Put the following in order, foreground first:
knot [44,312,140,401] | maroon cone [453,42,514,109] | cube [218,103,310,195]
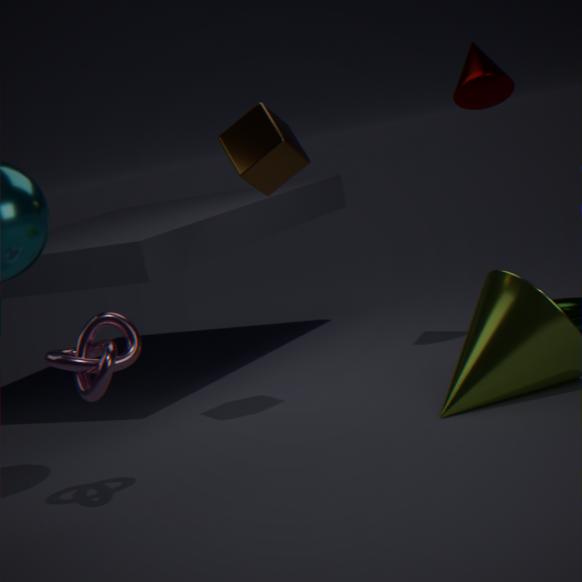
knot [44,312,140,401]
cube [218,103,310,195]
maroon cone [453,42,514,109]
